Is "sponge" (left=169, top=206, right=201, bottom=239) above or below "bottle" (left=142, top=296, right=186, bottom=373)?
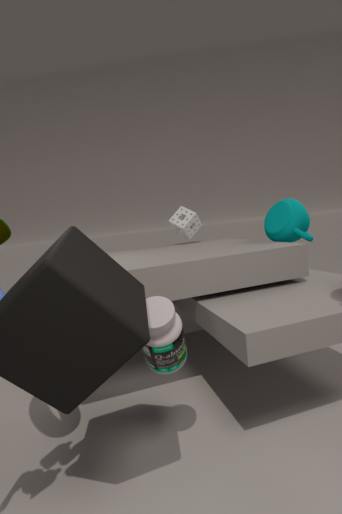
above
